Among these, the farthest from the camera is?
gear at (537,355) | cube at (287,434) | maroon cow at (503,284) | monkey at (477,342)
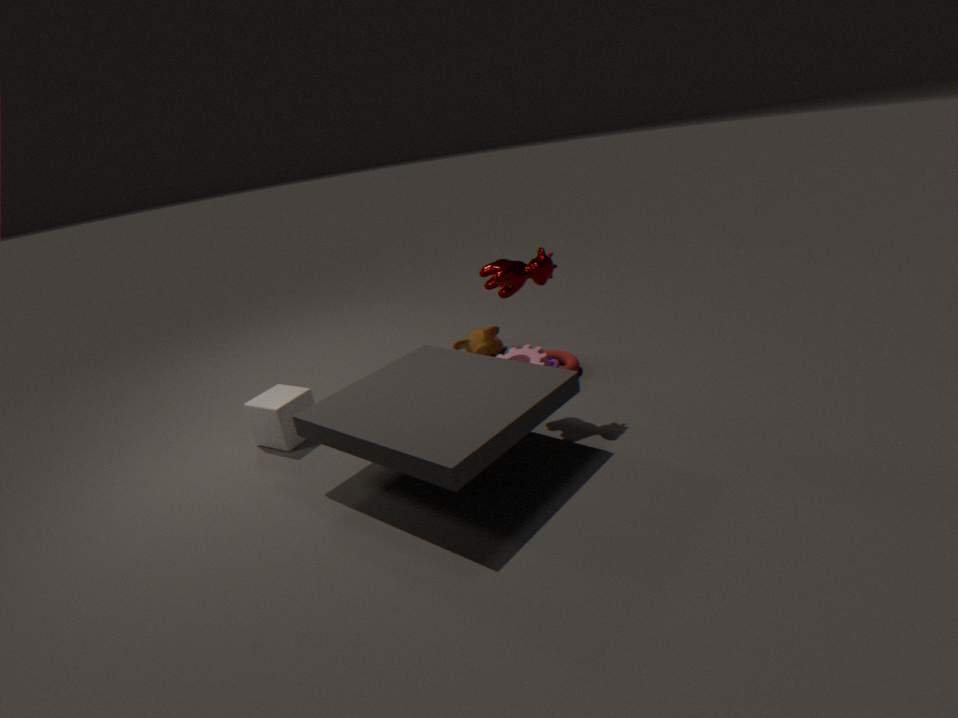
monkey at (477,342)
